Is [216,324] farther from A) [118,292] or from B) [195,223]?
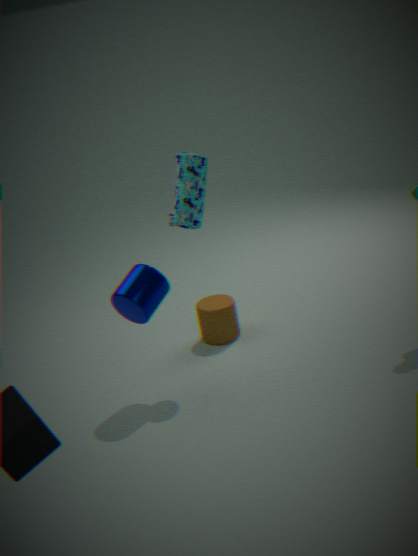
B) [195,223]
